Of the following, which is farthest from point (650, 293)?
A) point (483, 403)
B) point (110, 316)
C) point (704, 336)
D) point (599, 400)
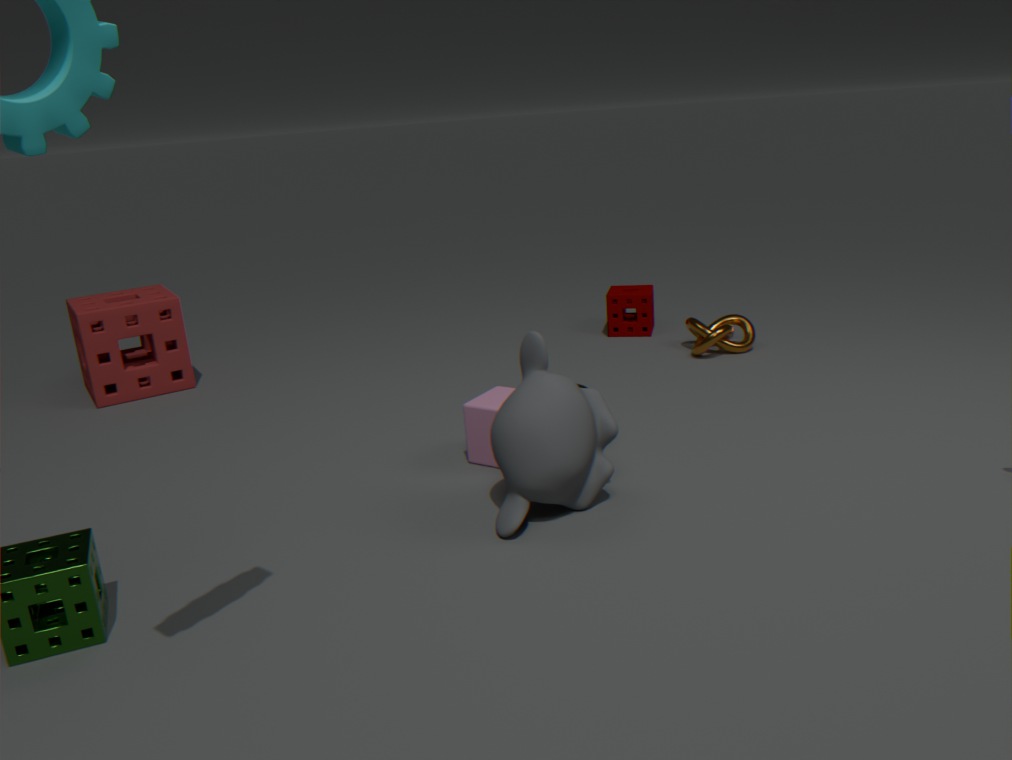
point (110, 316)
